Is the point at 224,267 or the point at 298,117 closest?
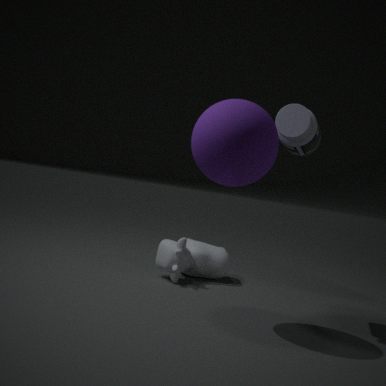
the point at 298,117
